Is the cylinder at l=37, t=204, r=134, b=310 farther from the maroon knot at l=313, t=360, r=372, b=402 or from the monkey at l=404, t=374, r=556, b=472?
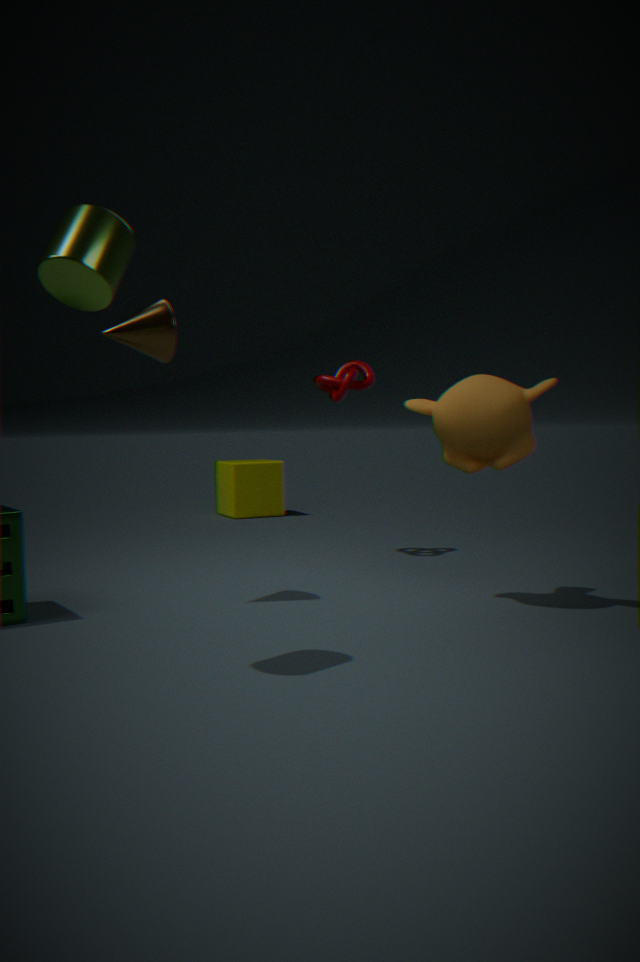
the maroon knot at l=313, t=360, r=372, b=402
